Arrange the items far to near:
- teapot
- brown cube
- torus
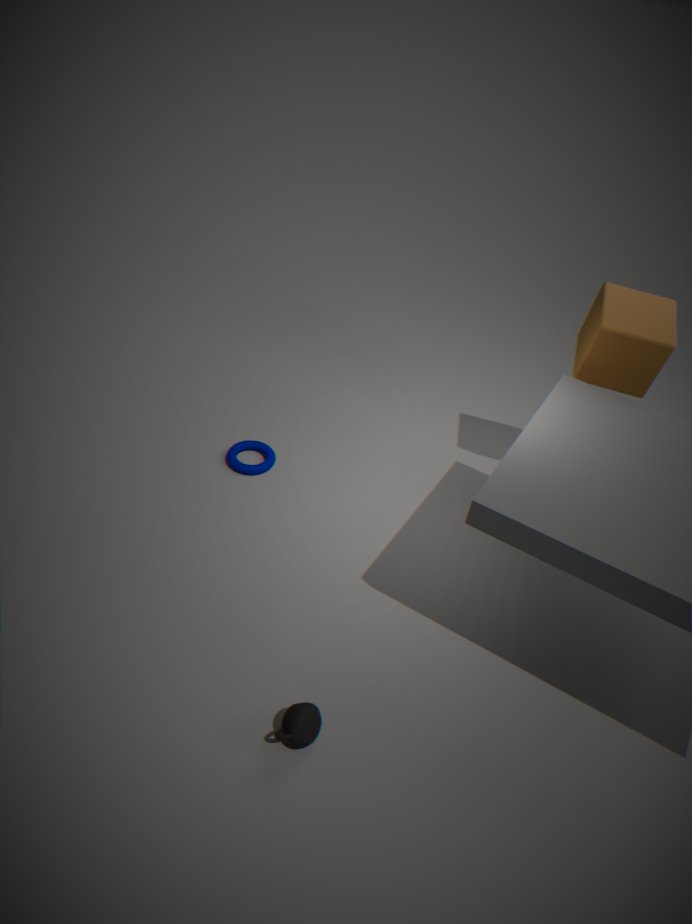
torus < brown cube < teapot
